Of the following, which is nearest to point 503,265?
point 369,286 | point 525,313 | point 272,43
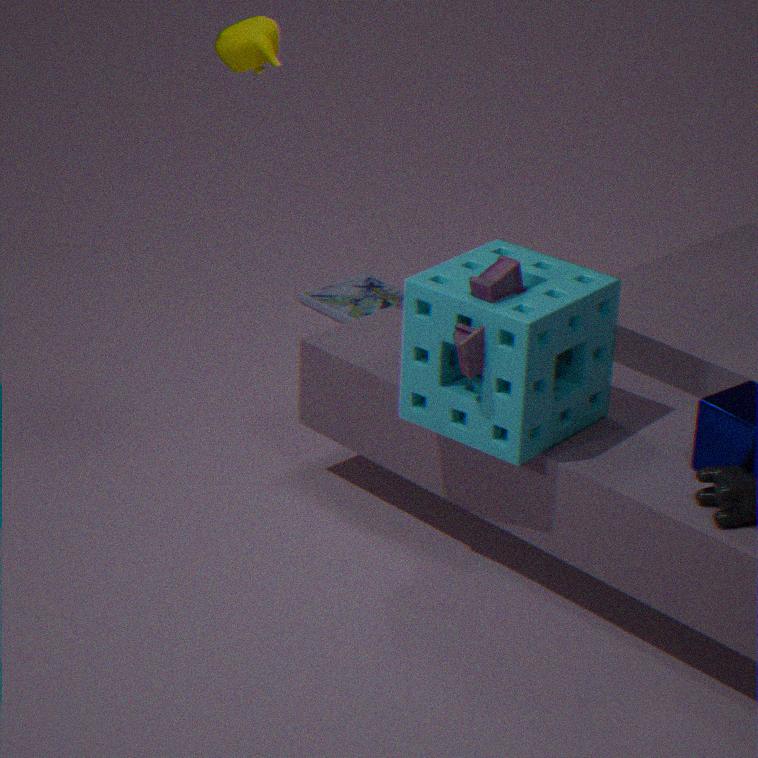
point 525,313
